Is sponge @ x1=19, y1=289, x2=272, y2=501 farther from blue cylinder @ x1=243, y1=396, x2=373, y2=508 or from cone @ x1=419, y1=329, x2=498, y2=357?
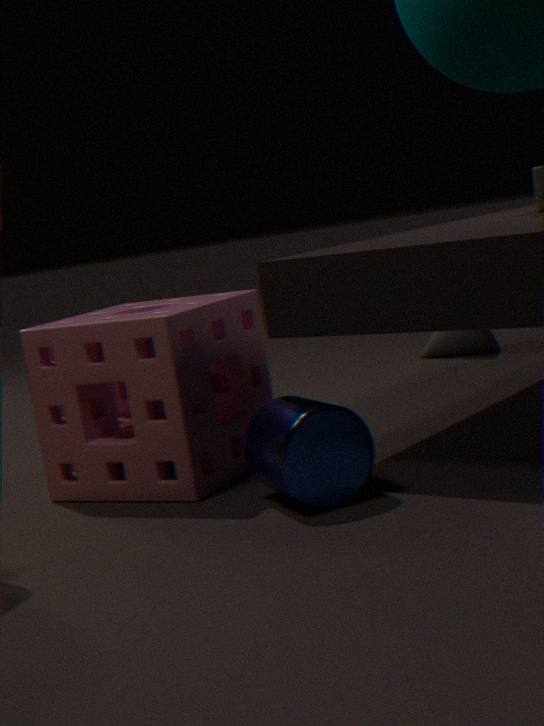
cone @ x1=419, y1=329, x2=498, y2=357
